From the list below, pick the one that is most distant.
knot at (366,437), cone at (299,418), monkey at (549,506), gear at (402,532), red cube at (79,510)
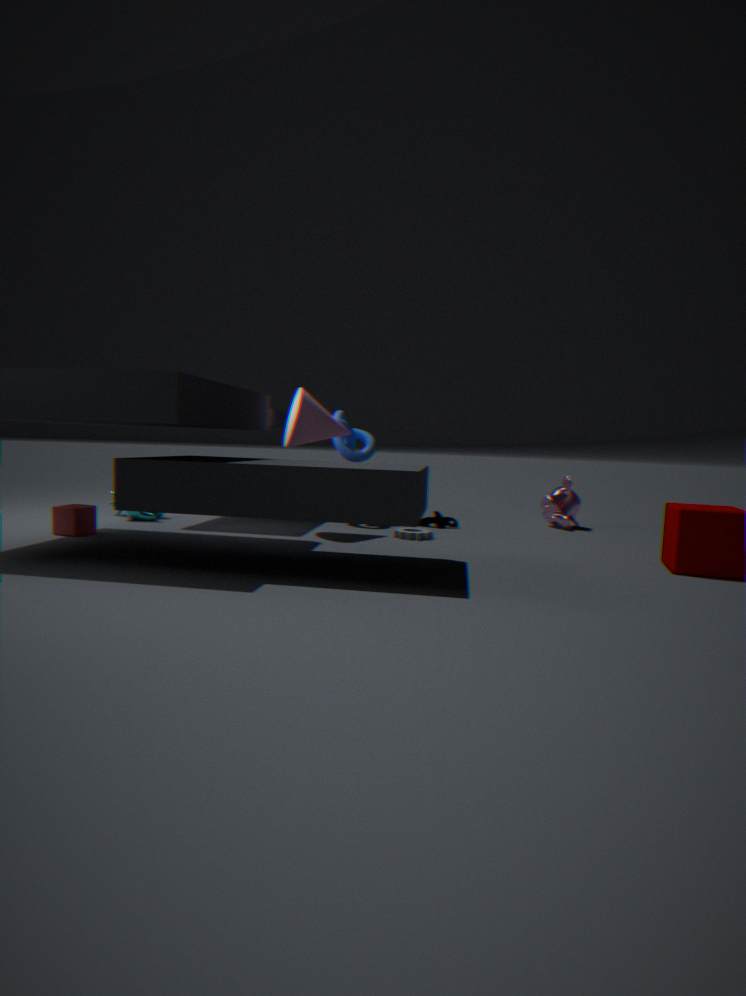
monkey at (549,506)
